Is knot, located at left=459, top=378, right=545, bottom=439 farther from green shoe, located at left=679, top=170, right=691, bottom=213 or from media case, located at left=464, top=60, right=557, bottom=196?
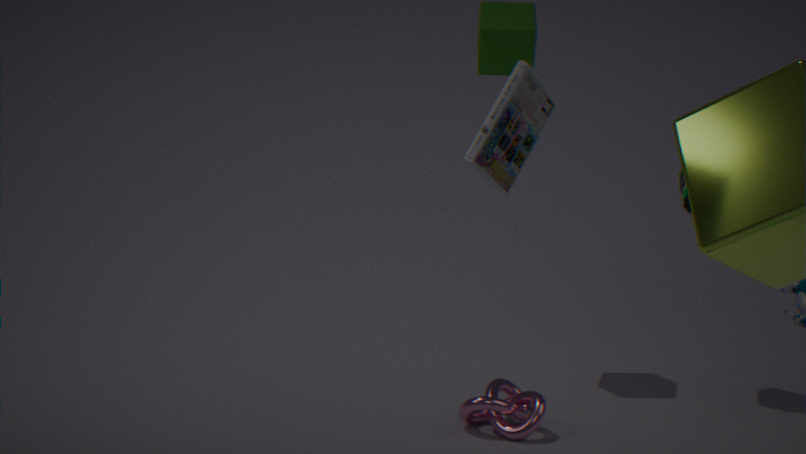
media case, located at left=464, top=60, right=557, bottom=196
